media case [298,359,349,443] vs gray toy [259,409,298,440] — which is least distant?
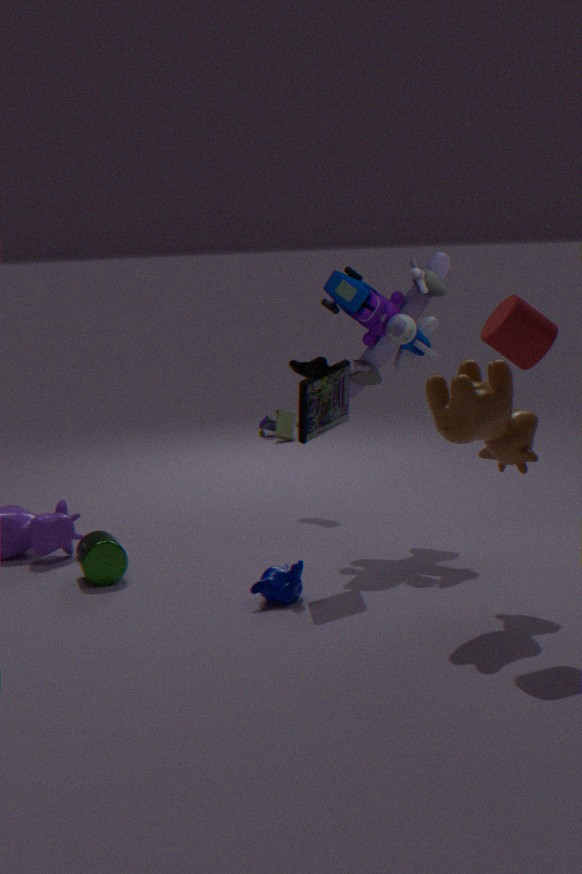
media case [298,359,349,443]
